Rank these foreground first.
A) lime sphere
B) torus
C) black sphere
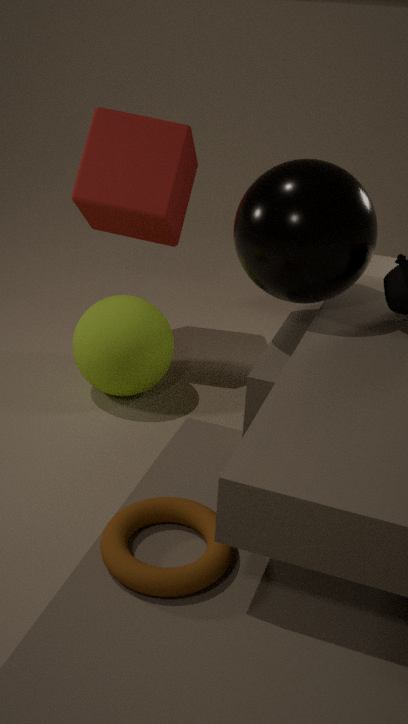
torus, black sphere, lime sphere
